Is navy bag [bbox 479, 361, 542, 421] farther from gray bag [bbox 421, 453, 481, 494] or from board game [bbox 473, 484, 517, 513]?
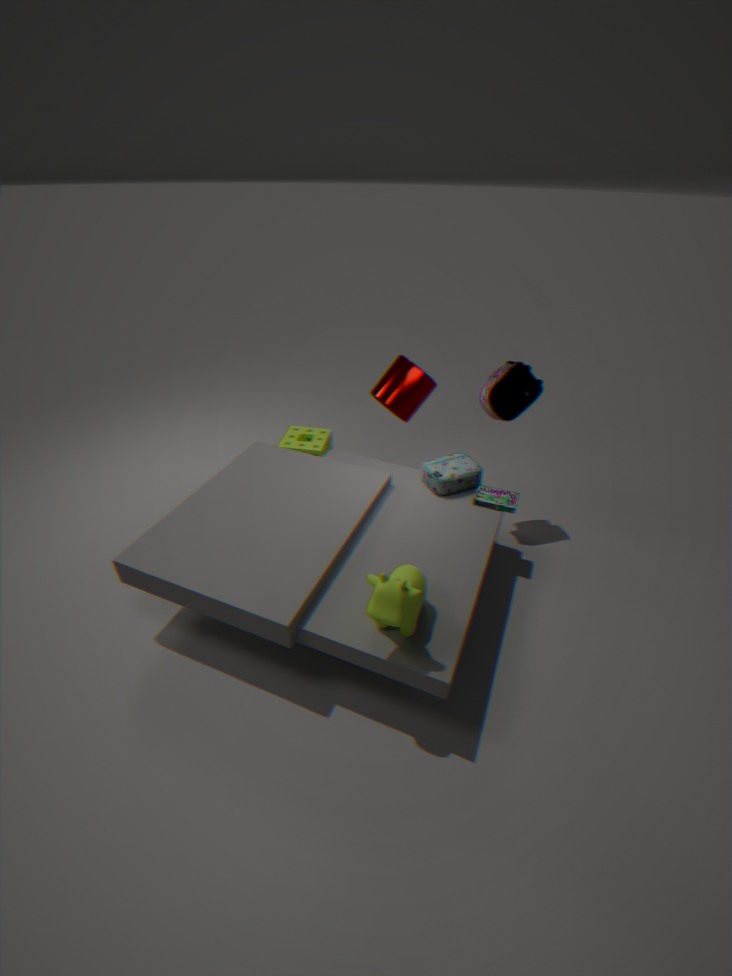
board game [bbox 473, 484, 517, 513]
